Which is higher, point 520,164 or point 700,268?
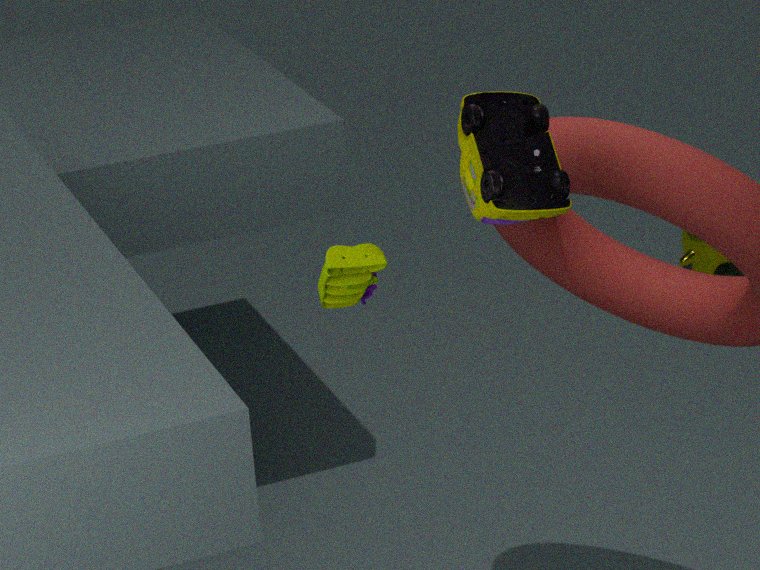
point 520,164
